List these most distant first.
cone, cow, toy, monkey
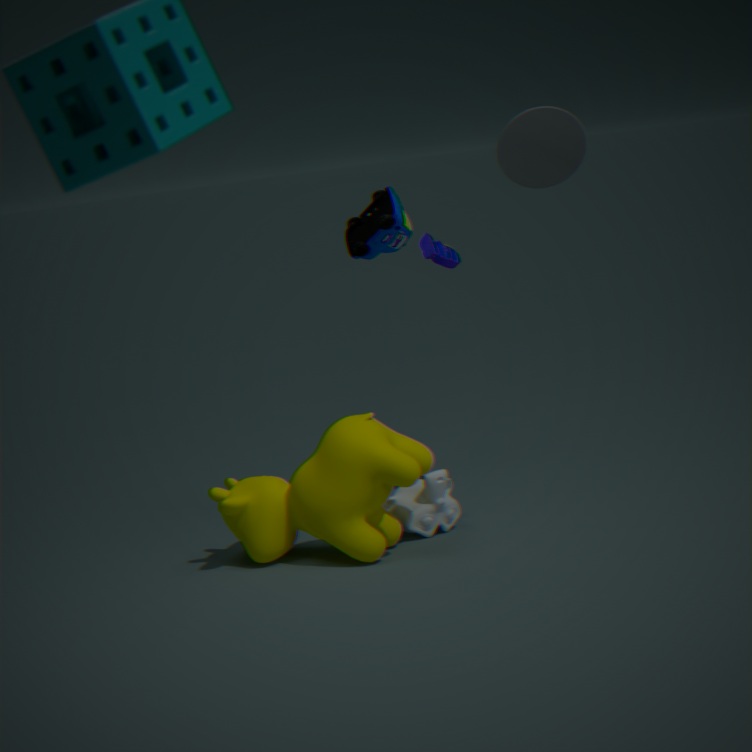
monkey < cone < toy < cow
